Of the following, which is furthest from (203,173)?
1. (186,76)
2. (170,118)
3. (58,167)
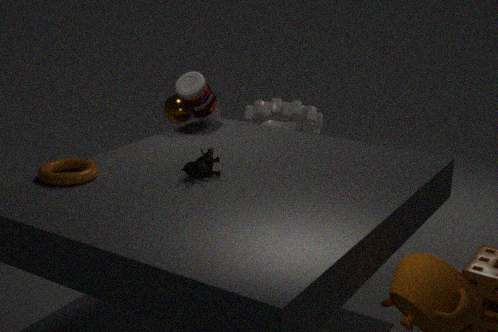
(170,118)
